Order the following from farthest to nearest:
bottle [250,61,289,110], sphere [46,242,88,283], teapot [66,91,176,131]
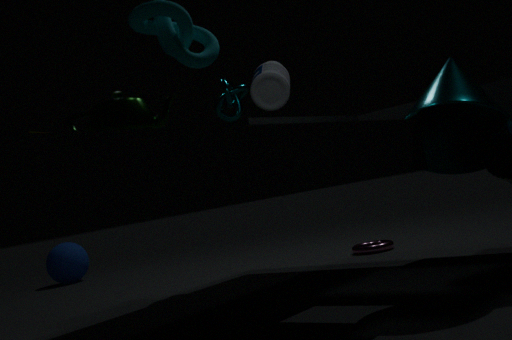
sphere [46,242,88,283] → bottle [250,61,289,110] → teapot [66,91,176,131]
